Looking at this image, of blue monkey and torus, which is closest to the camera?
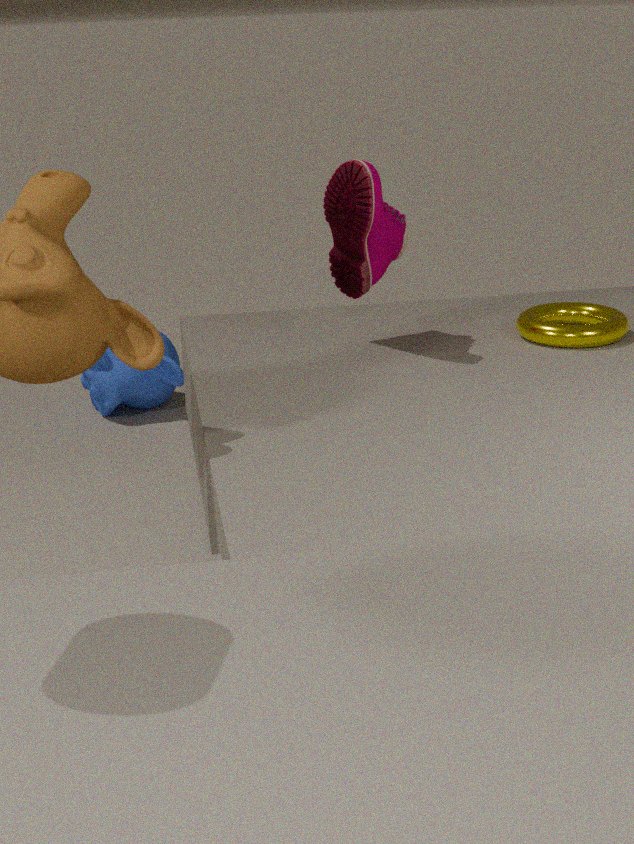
torus
